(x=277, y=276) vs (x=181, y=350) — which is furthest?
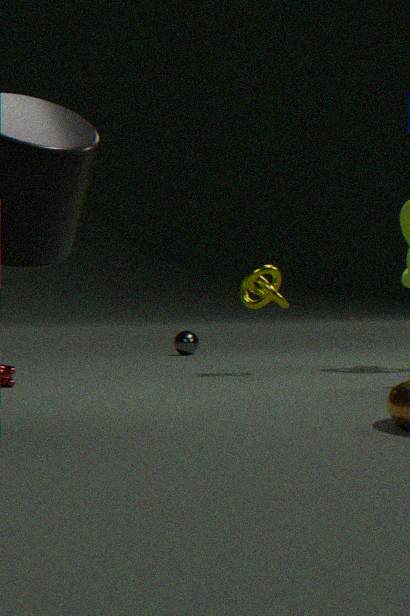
(x=181, y=350)
